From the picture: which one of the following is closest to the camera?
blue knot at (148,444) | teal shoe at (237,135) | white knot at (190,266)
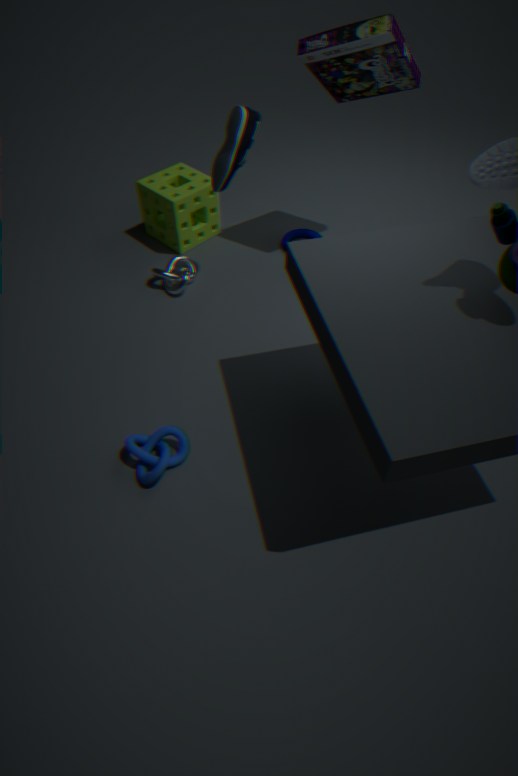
blue knot at (148,444)
